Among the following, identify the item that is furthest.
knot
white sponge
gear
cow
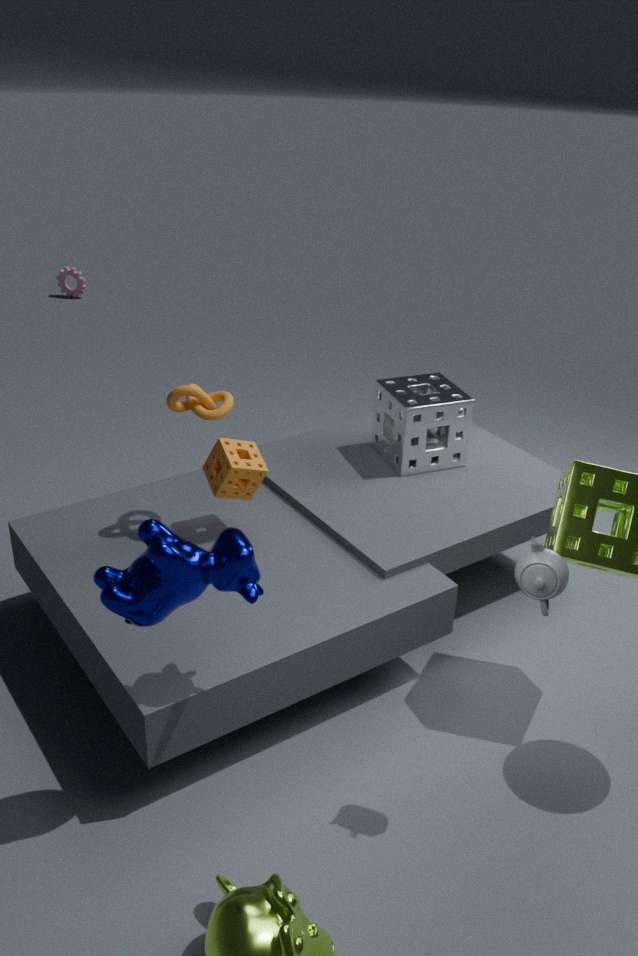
gear
